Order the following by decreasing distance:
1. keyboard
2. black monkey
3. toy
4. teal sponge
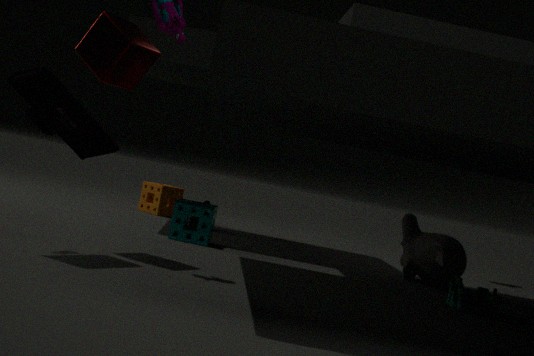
black monkey → teal sponge → toy → keyboard
